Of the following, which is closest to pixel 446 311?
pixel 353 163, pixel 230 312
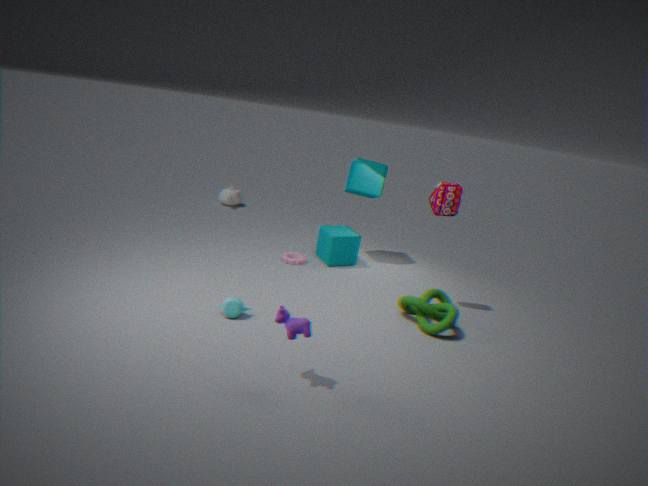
Answer: pixel 230 312
